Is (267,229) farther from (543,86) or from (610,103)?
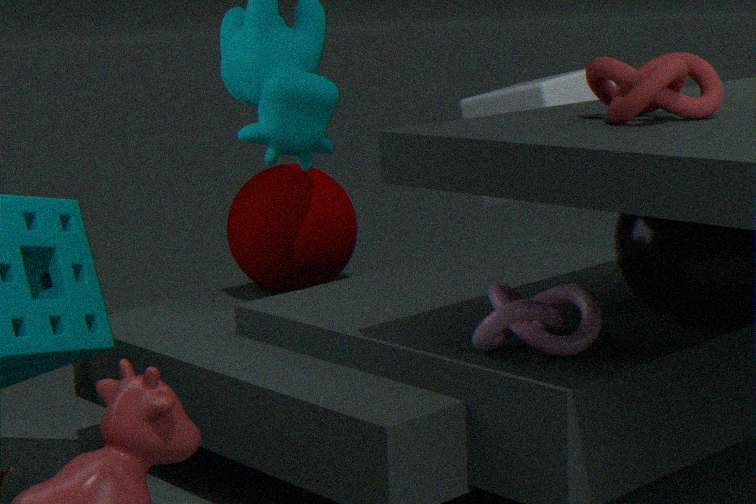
(610,103)
